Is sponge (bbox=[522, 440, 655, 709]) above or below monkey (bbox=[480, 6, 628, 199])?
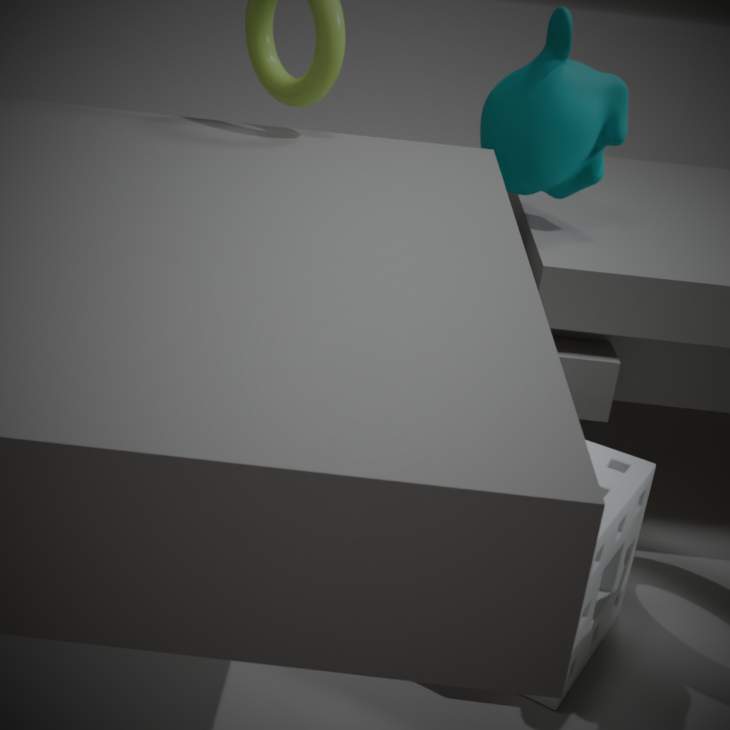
below
